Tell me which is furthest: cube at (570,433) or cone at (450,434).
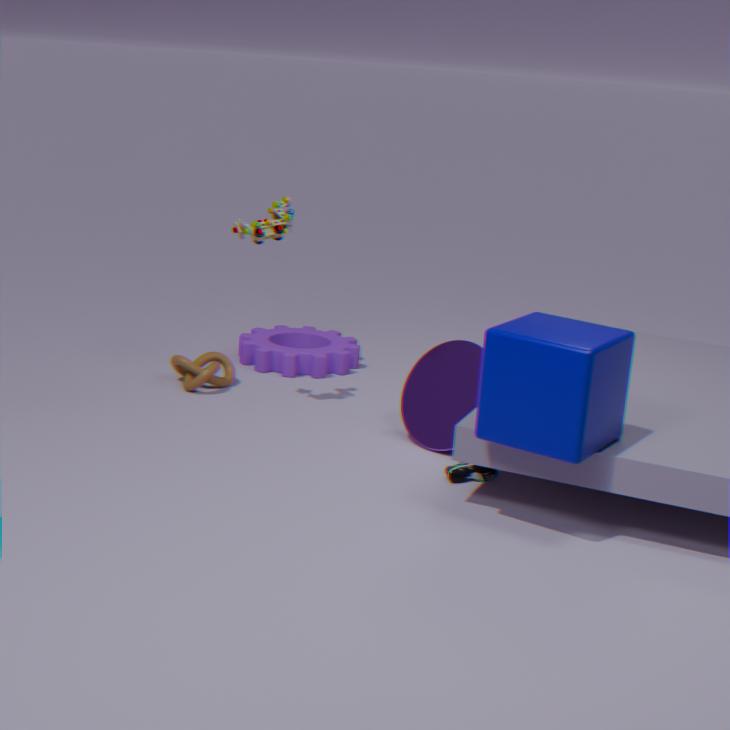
cone at (450,434)
